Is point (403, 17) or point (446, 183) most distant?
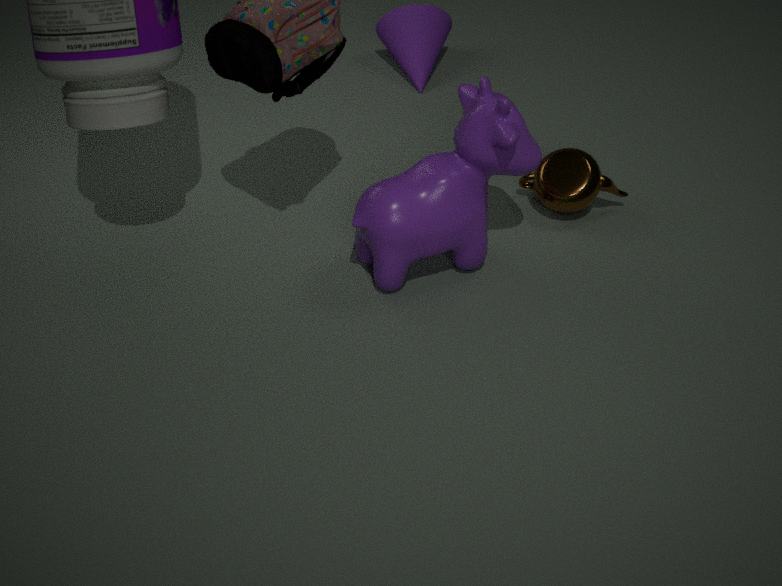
point (403, 17)
